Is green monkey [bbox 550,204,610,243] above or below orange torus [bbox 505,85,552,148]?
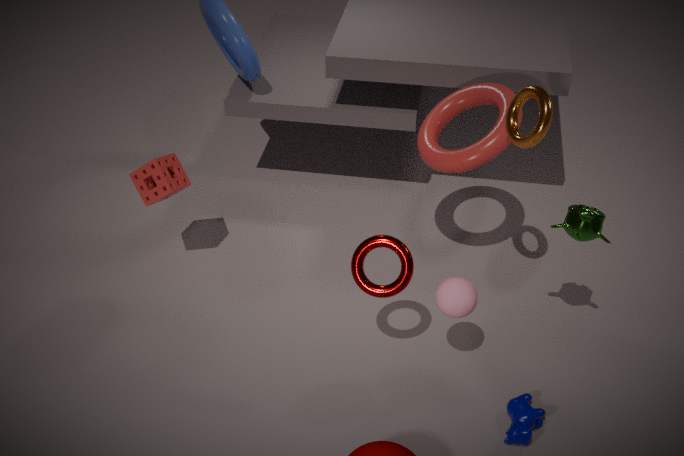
below
